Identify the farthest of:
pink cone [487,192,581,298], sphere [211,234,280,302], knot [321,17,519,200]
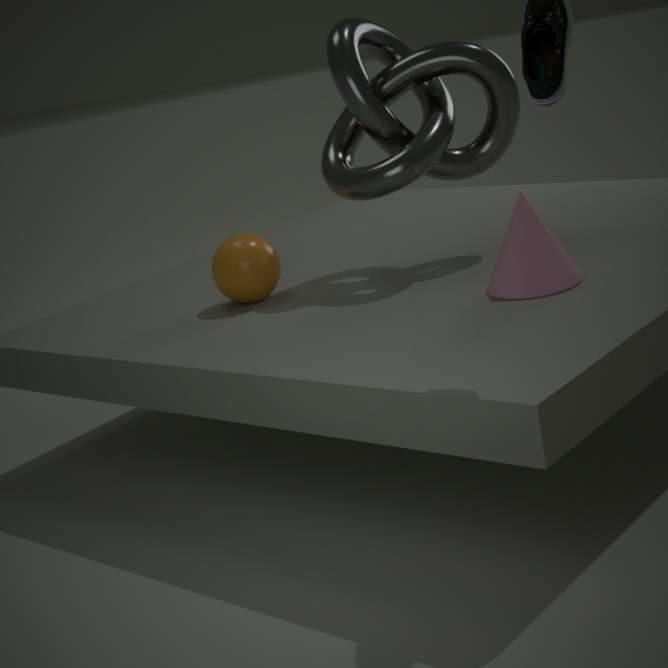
sphere [211,234,280,302]
